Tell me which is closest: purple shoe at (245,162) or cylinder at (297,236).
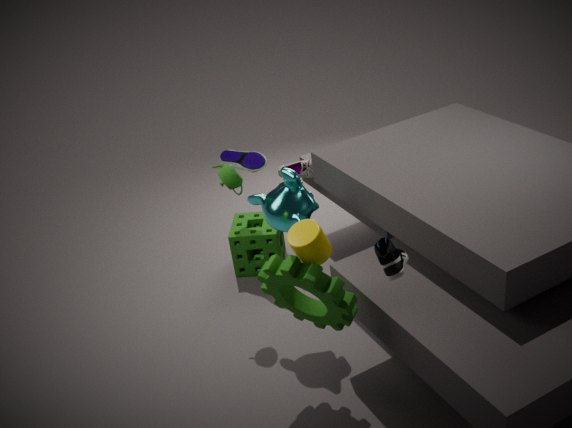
cylinder at (297,236)
